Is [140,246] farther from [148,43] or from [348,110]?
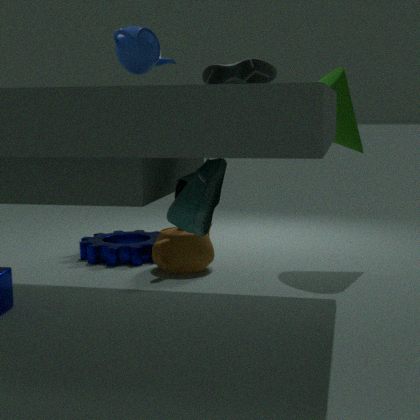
[148,43]
